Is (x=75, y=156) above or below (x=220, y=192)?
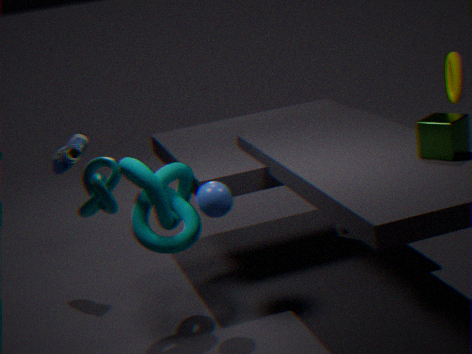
above
